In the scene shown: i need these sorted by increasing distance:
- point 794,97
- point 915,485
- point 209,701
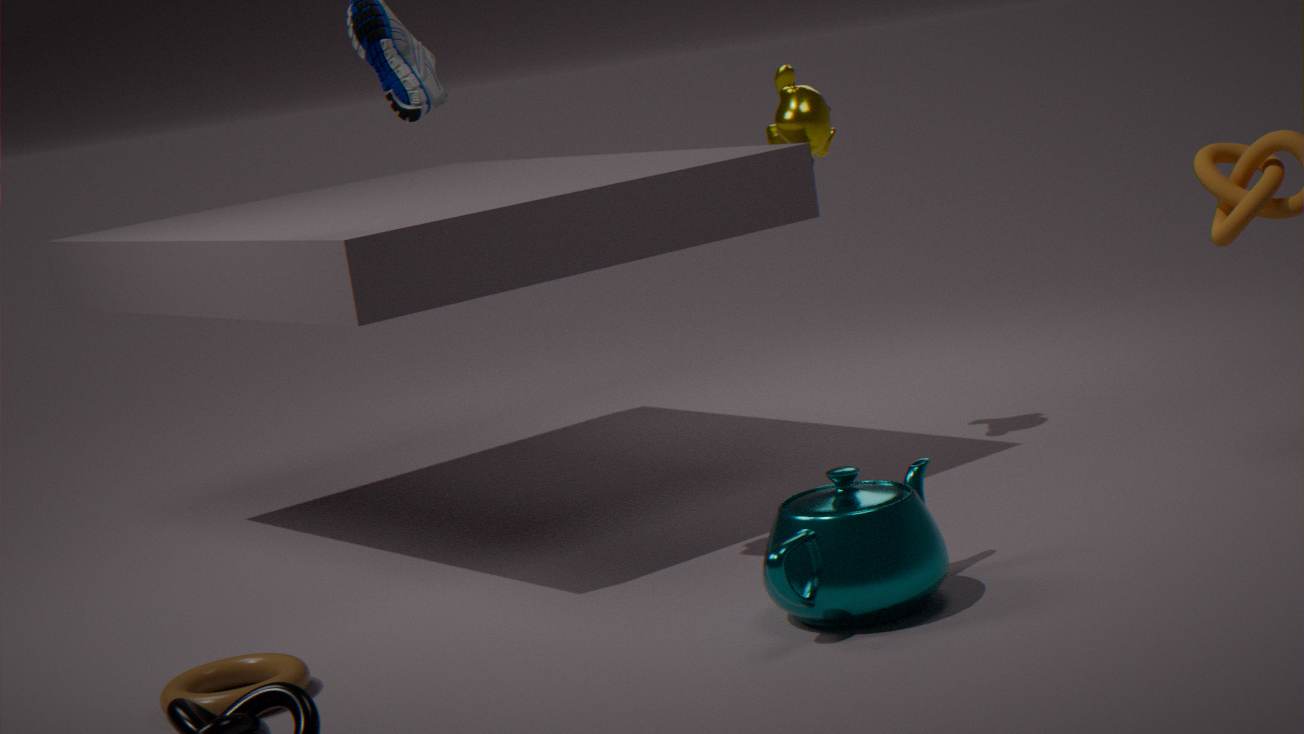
1. point 209,701
2. point 915,485
3. point 794,97
